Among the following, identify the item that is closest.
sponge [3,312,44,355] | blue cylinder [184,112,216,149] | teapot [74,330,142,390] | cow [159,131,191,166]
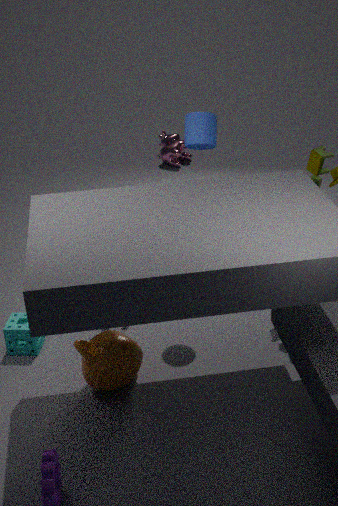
teapot [74,330,142,390]
